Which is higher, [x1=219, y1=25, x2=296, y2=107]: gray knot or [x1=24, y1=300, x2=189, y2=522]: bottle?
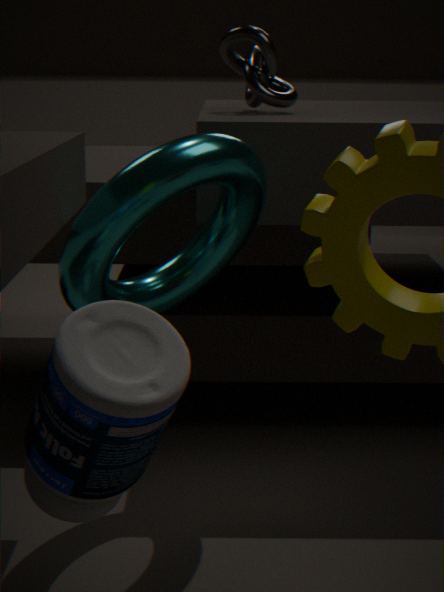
[x1=219, y1=25, x2=296, y2=107]: gray knot
